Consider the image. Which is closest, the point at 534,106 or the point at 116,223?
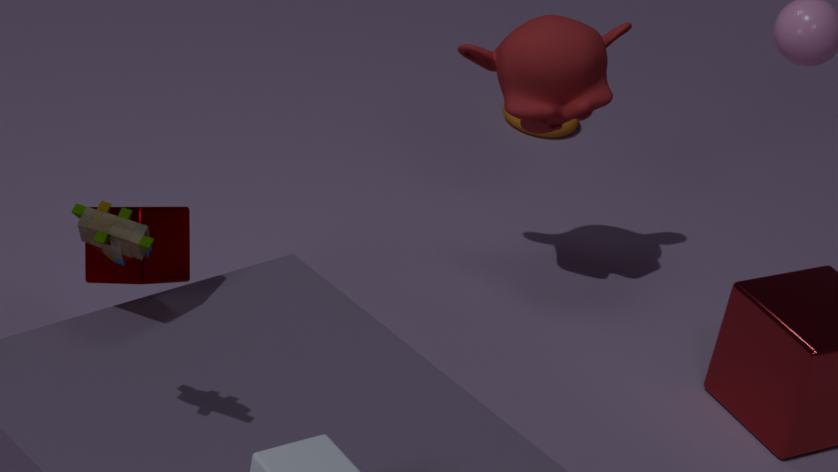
the point at 116,223
